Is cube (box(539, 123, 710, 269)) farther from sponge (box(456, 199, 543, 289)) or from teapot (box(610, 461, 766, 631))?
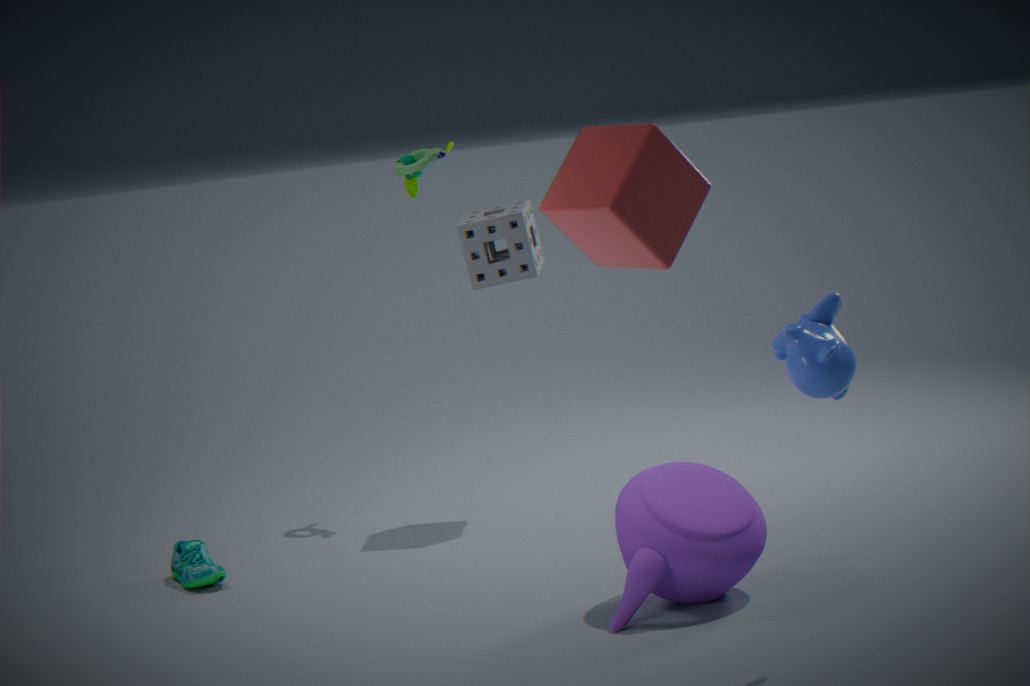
sponge (box(456, 199, 543, 289))
